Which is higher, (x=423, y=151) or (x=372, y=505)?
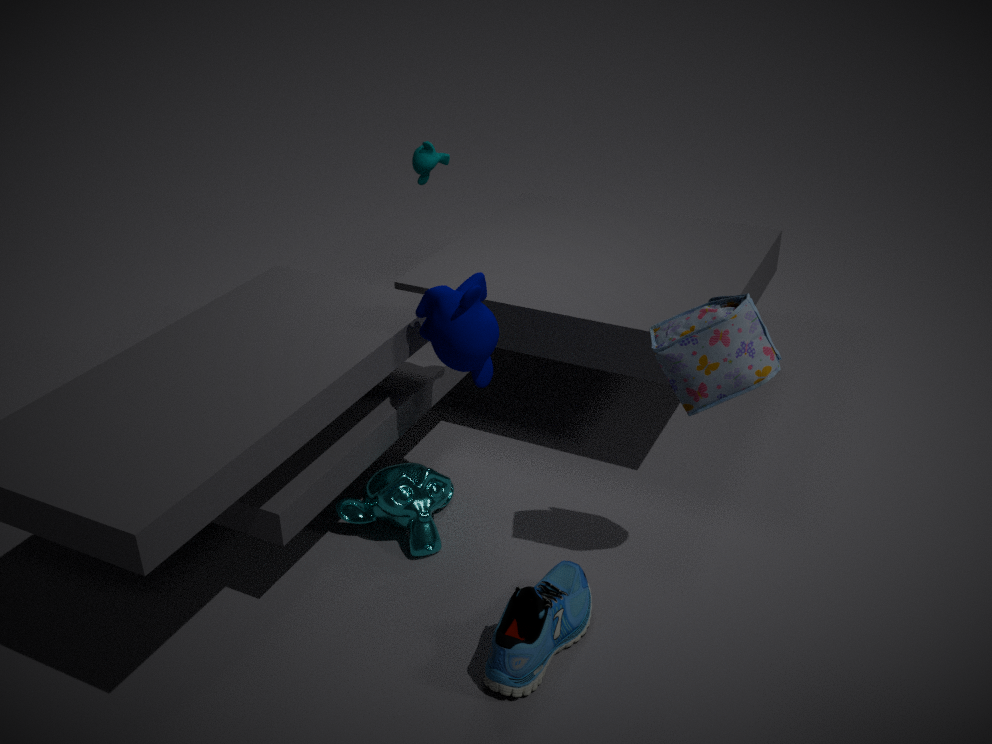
(x=423, y=151)
